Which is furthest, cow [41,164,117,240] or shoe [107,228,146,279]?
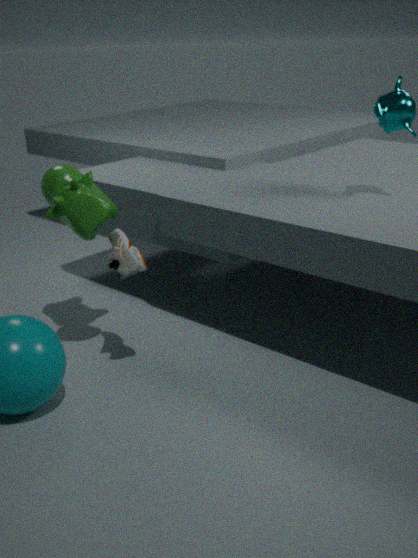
cow [41,164,117,240]
